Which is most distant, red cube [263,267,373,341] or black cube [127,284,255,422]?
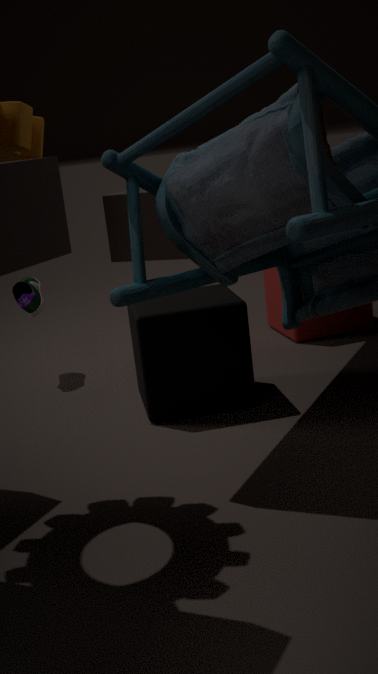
red cube [263,267,373,341]
